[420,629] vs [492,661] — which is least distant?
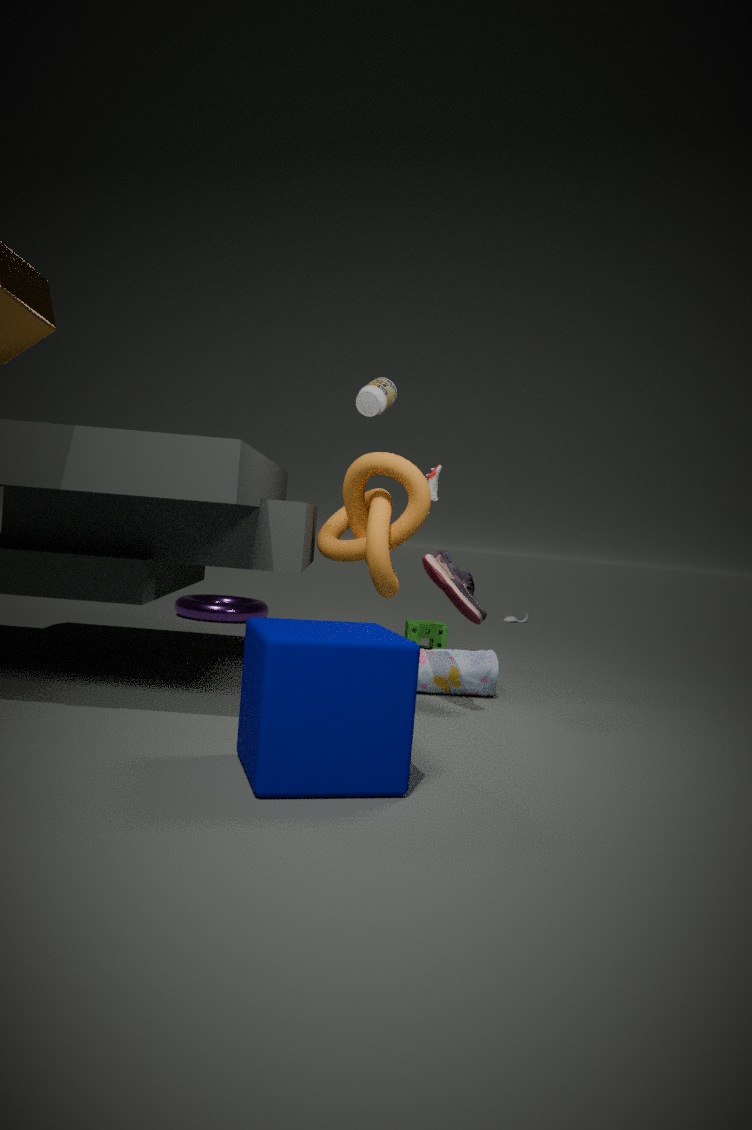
[492,661]
